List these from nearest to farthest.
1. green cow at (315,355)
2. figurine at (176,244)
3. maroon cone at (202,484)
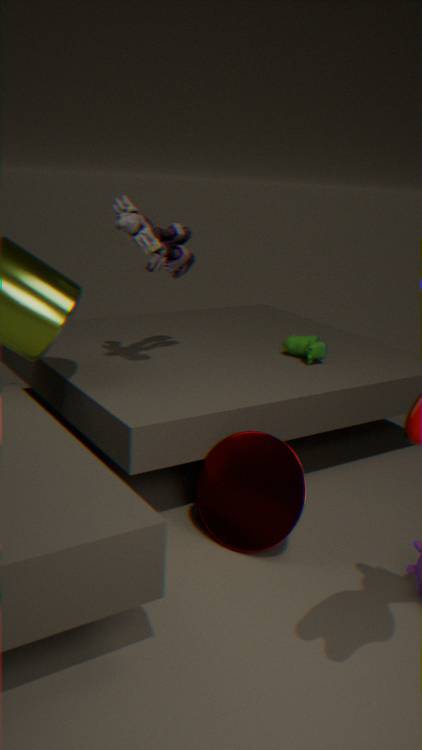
maroon cone at (202,484) → figurine at (176,244) → green cow at (315,355)
